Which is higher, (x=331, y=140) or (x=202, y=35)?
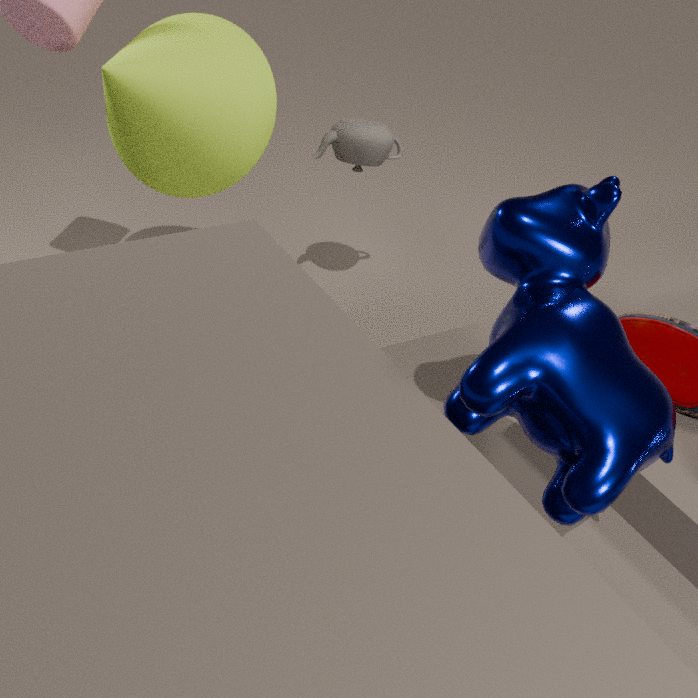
(x=202, y=35)
